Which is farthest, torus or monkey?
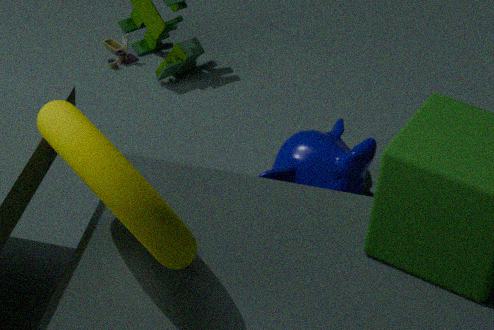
monkey
